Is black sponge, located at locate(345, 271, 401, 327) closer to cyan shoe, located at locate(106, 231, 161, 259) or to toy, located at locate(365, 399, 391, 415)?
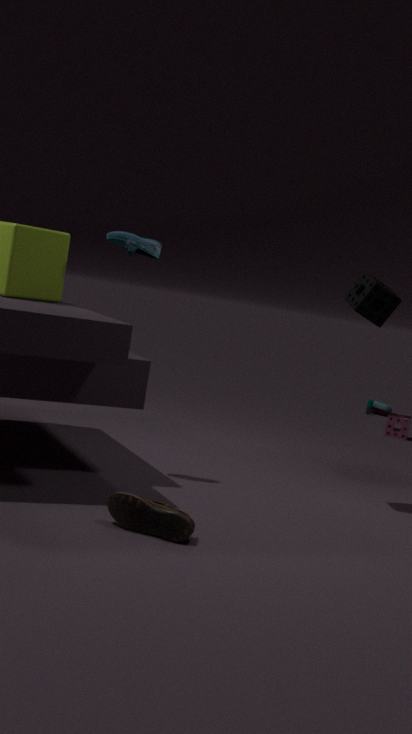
cyan shoe, located at locate(106, 231, 161, 259)
